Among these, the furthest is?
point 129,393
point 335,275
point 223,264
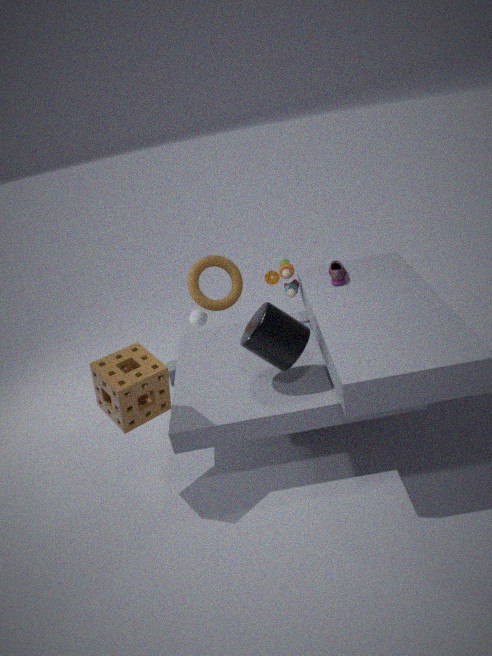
point 223,264
